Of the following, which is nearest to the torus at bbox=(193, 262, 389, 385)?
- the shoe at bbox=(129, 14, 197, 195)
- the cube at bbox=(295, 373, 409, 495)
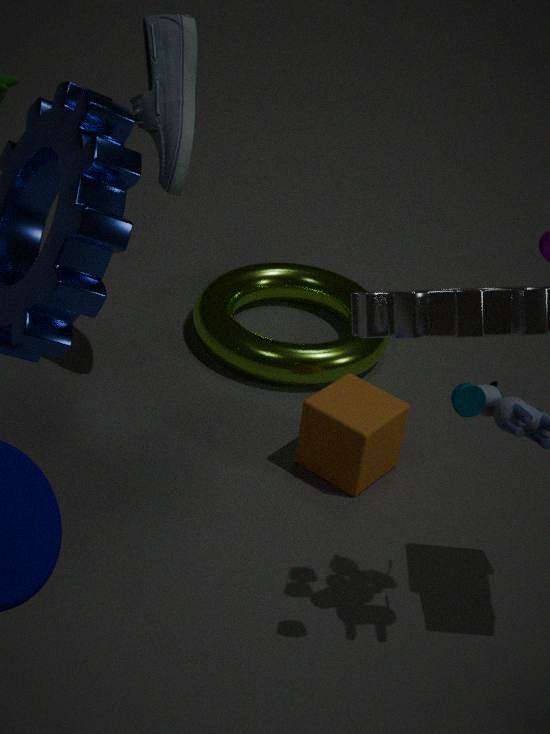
the cube at bbox=(295, 373, 409, 495)
